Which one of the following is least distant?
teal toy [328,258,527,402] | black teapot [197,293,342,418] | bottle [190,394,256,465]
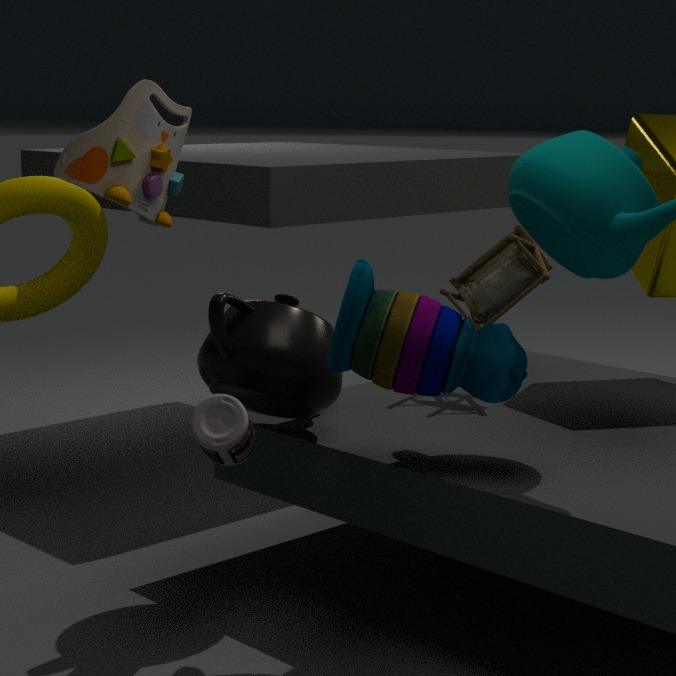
teal toy [328,258,527,402]
